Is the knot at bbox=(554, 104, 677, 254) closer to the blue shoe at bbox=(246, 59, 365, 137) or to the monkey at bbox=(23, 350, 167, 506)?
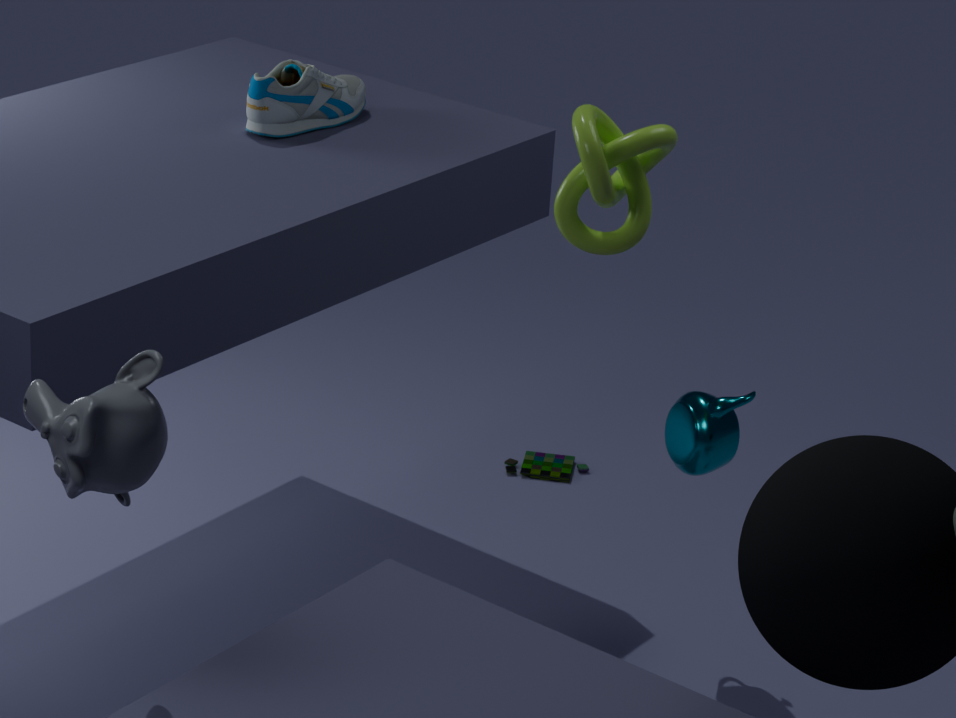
the blue shoe at bbox=(246, 59, 365, 137)
